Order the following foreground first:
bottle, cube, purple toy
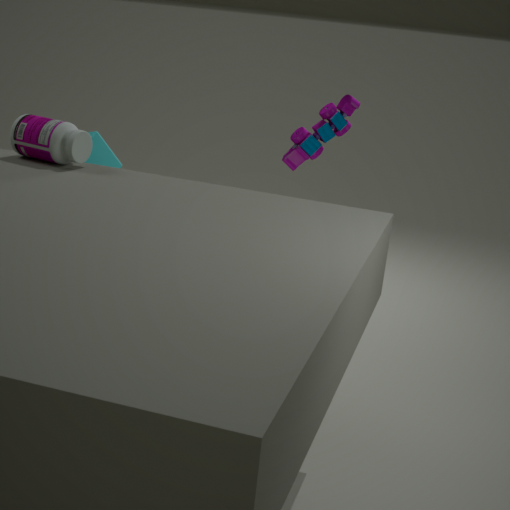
bottle → purple toy → cube
